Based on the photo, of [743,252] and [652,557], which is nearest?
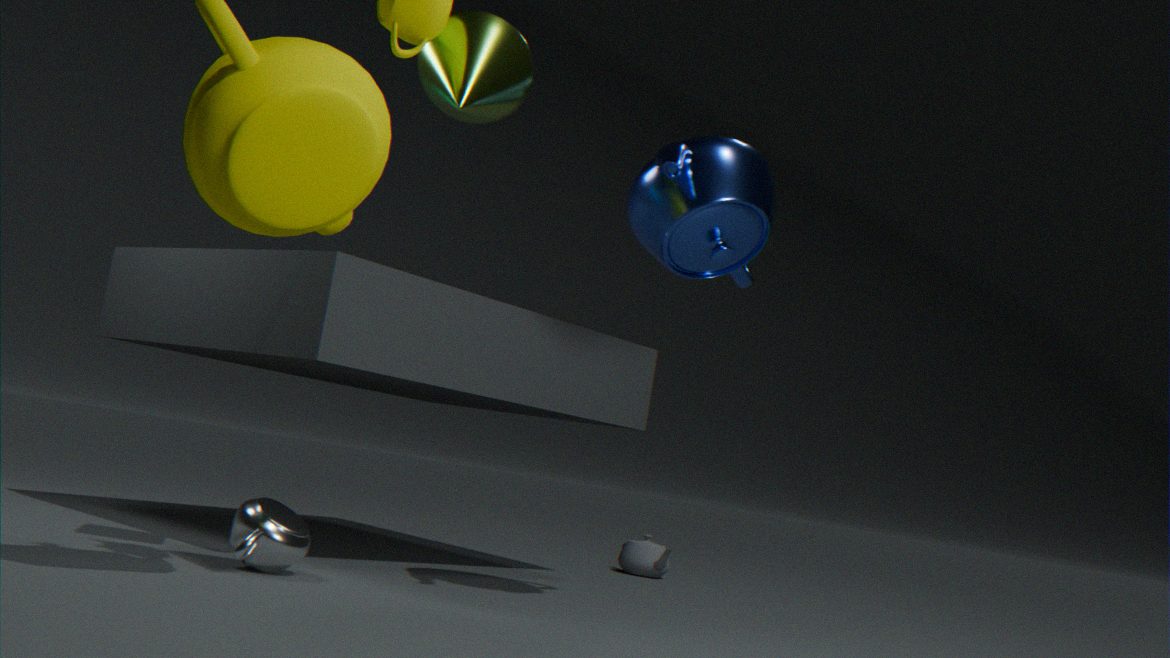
[743,252]
